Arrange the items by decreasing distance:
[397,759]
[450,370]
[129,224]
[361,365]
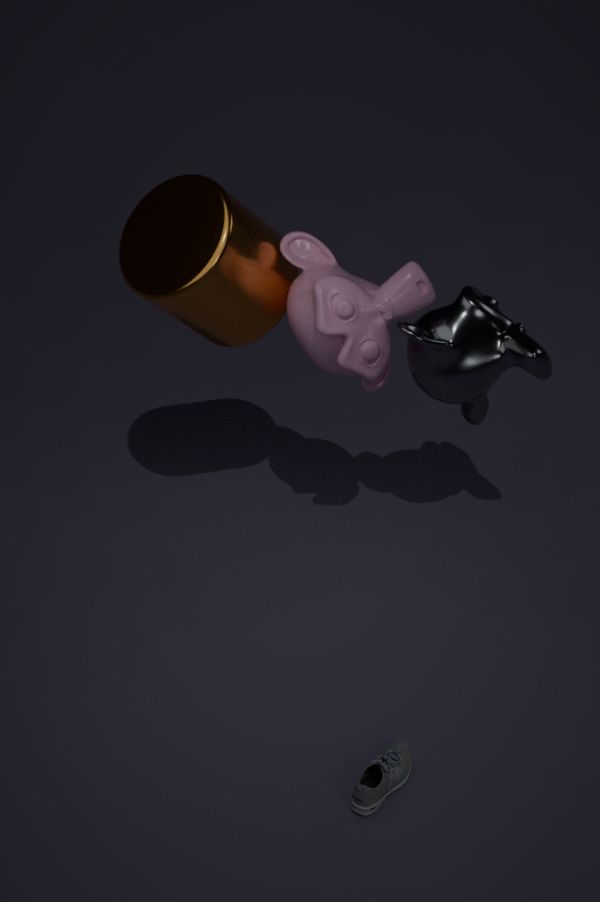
[129,224] → [450,370] → [361,365] → [397,759]
